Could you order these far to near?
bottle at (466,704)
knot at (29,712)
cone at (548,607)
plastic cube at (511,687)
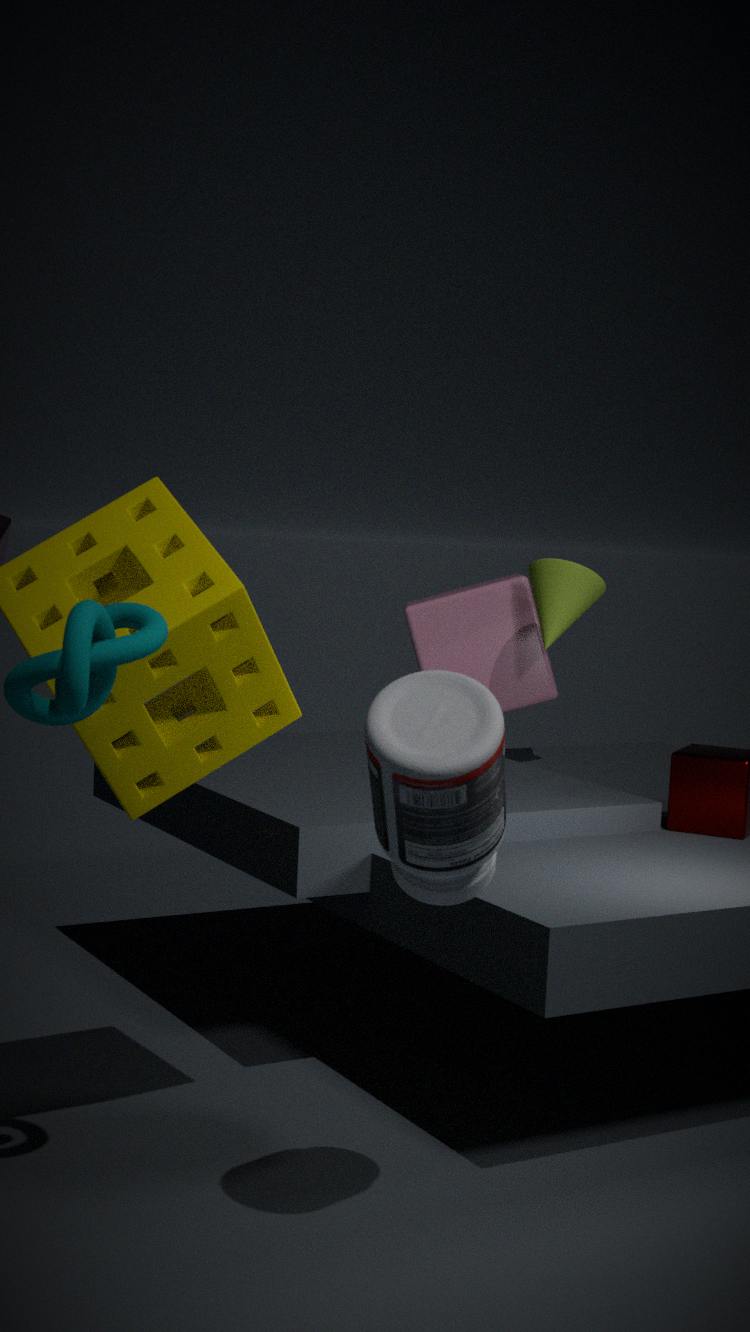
plastic cube at (511,687) → cone at (548,607) → knot at (29,712) → bottle at (466,704)
